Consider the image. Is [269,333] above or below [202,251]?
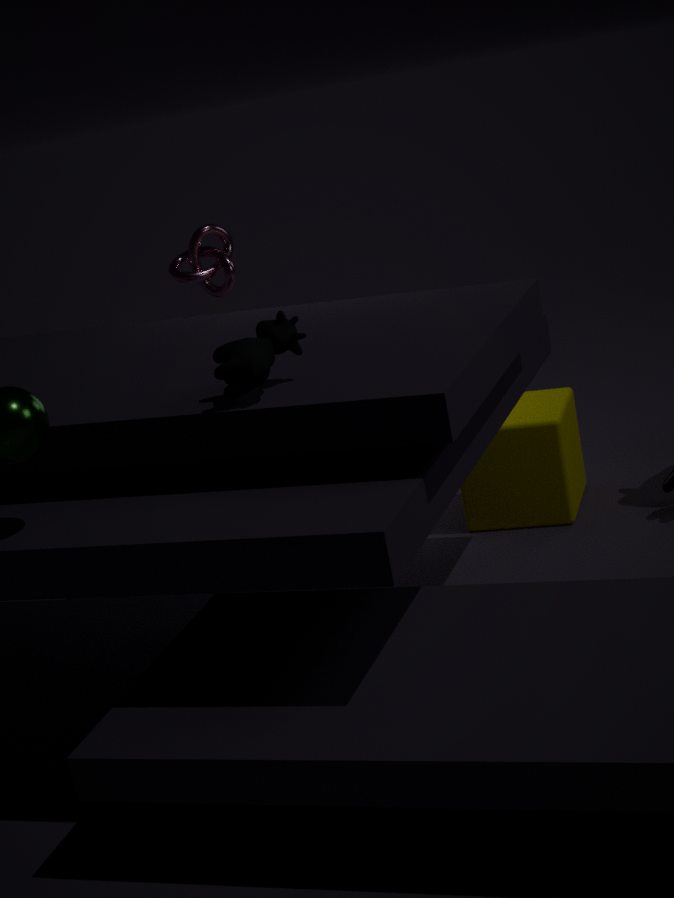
above
